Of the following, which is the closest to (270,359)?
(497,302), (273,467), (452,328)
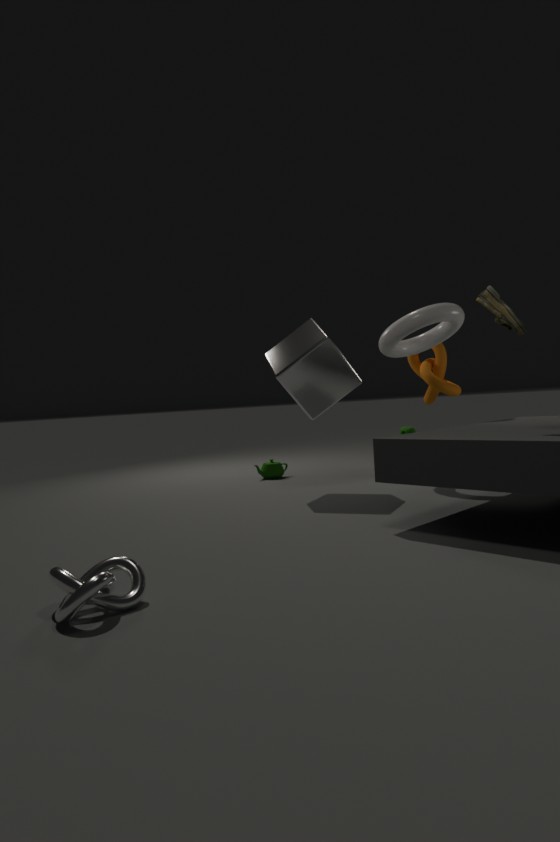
(452,328)
